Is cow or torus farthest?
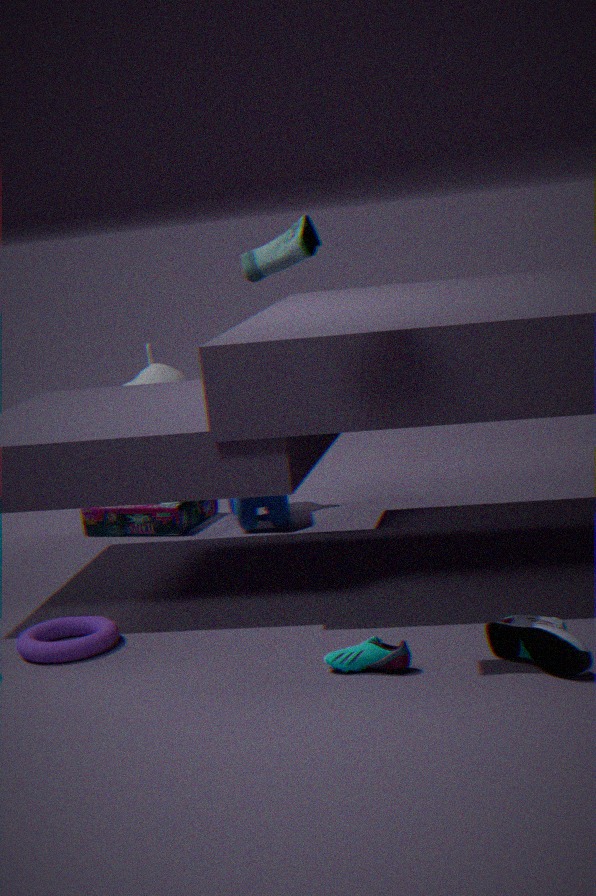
cow
